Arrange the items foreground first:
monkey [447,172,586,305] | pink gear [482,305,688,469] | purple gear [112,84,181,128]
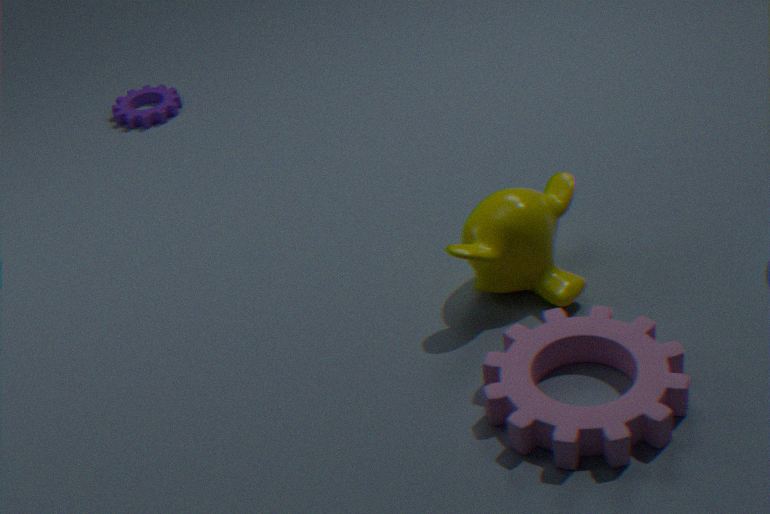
1. pink gear [482,305,688,469]
2. monkey [447,172,586,305]
3. purple gear [112,84,181,128]
